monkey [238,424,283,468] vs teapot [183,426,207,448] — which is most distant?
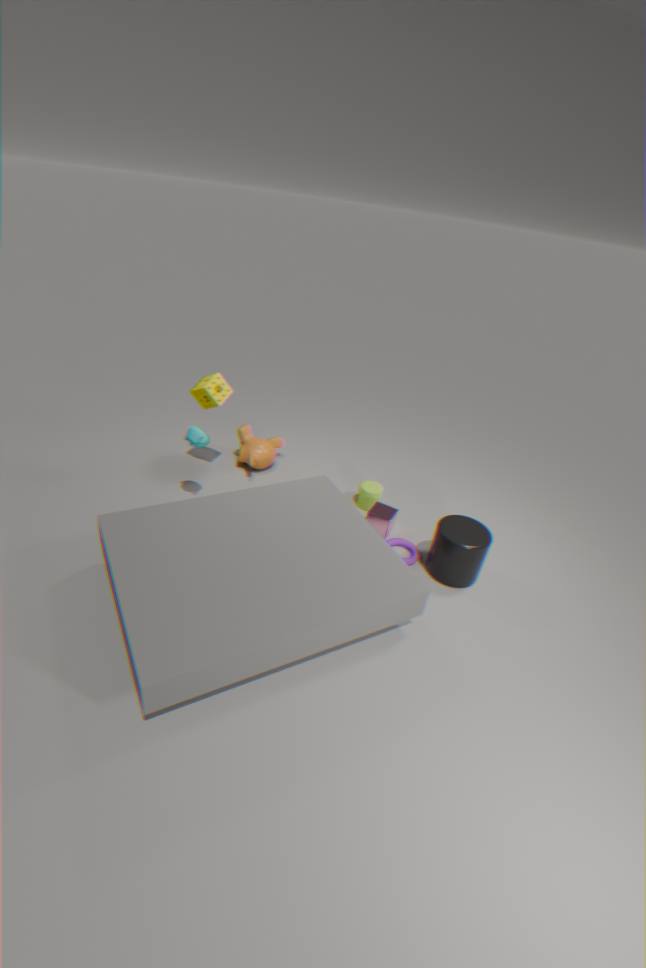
monkey [238,424,283,468]
